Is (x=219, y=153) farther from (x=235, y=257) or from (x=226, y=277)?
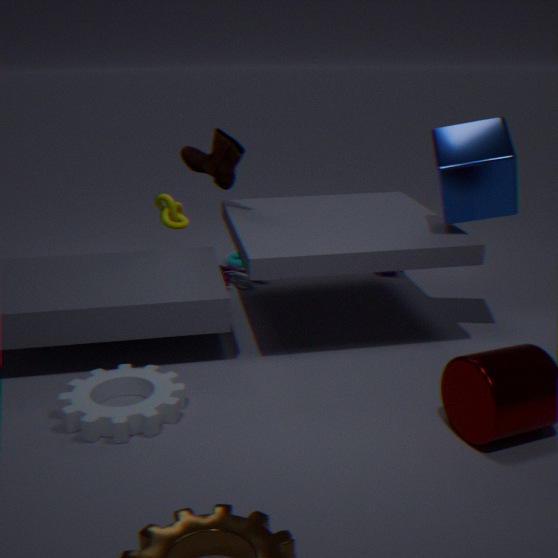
(x=235, y=257)
